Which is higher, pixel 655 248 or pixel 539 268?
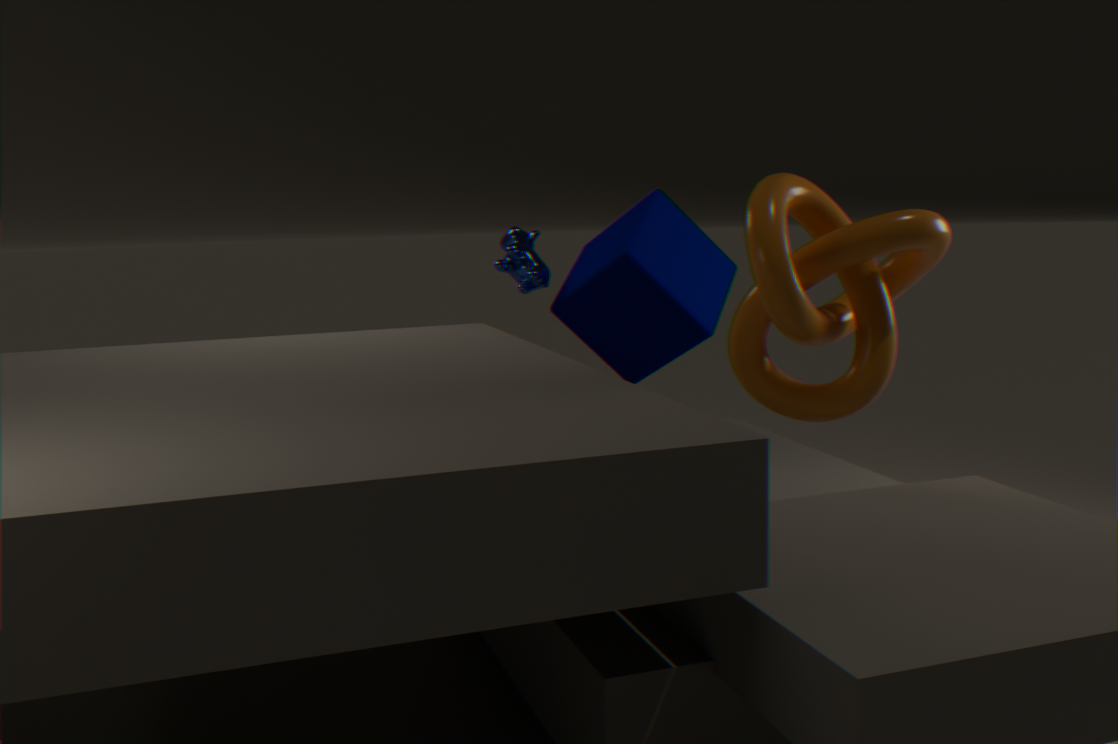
pixel 539 268
